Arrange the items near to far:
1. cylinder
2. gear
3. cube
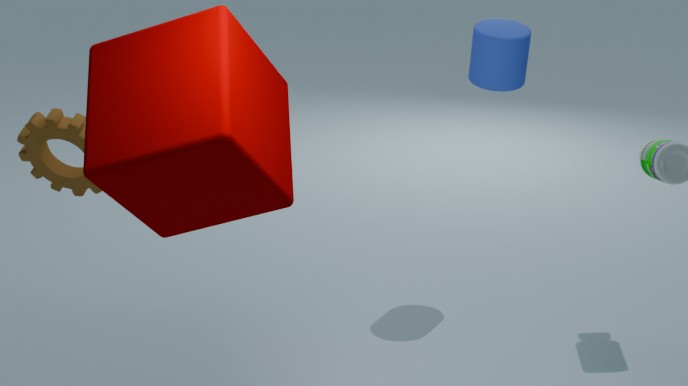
cube → gear → cylinder
